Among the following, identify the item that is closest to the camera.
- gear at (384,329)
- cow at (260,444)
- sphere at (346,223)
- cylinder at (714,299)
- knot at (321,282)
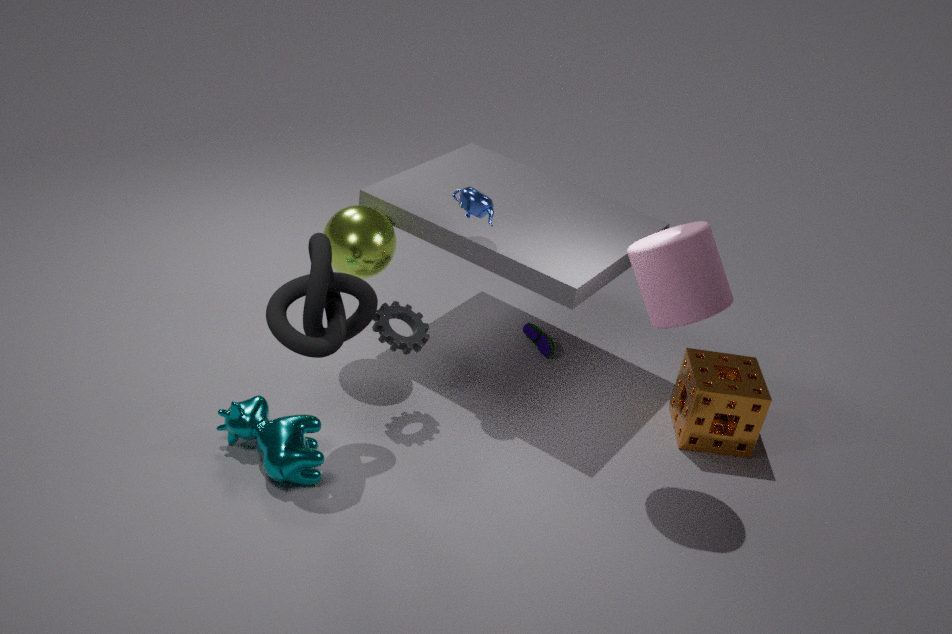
knot at (321,282)
